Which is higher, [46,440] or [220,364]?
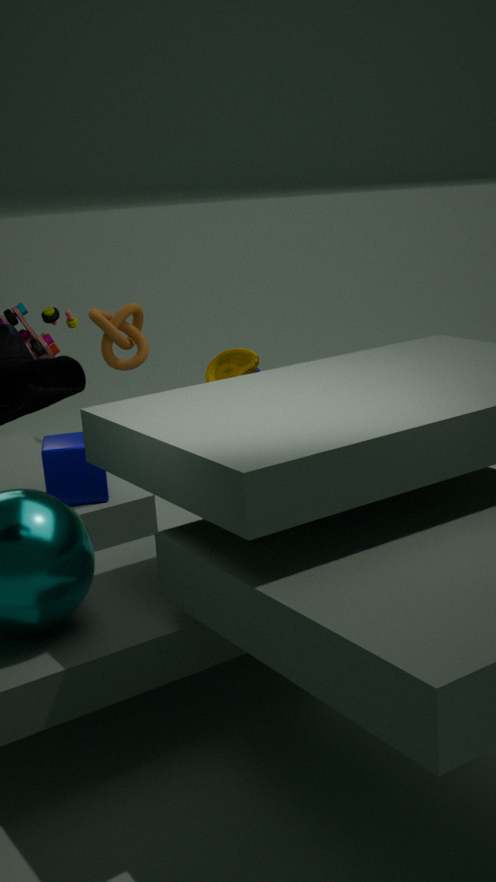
[46,440]
